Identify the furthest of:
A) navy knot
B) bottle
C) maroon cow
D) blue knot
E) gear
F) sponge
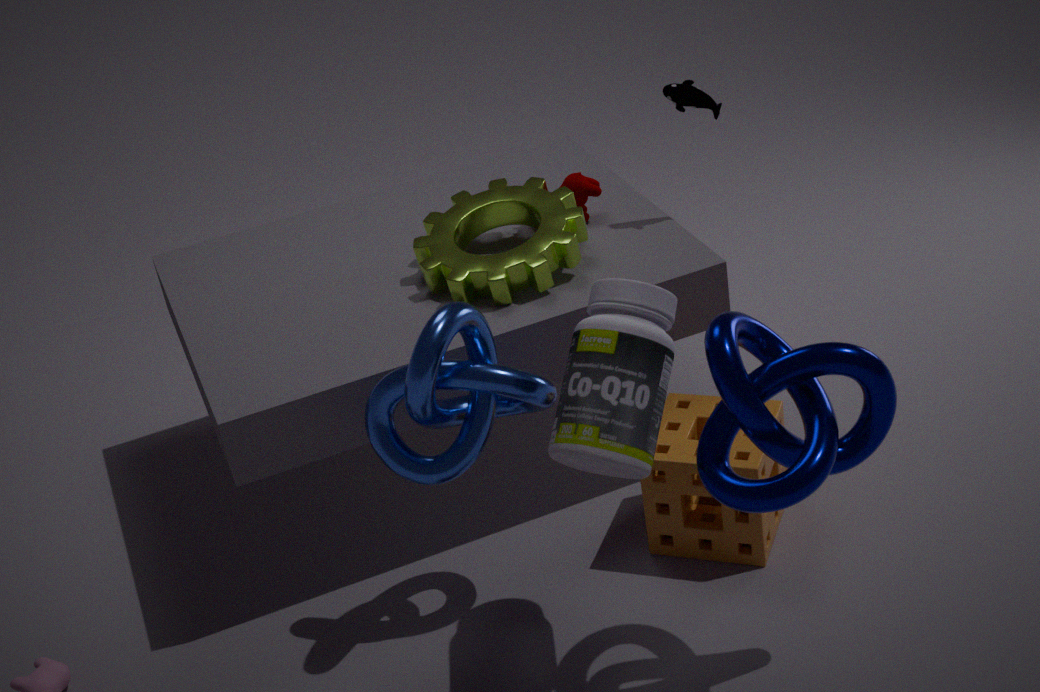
maroon cow
